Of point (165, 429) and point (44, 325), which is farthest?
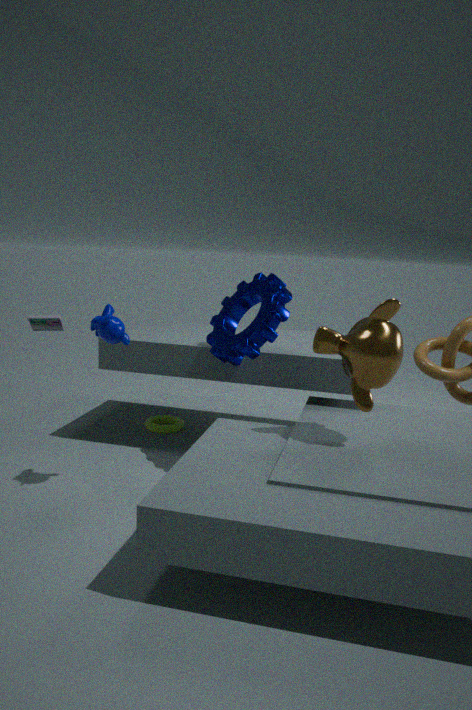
point (165, 429)
